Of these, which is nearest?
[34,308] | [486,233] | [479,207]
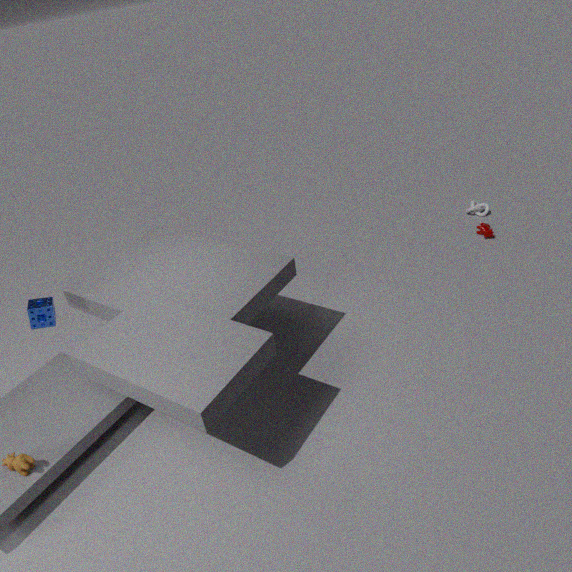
[34,308]
